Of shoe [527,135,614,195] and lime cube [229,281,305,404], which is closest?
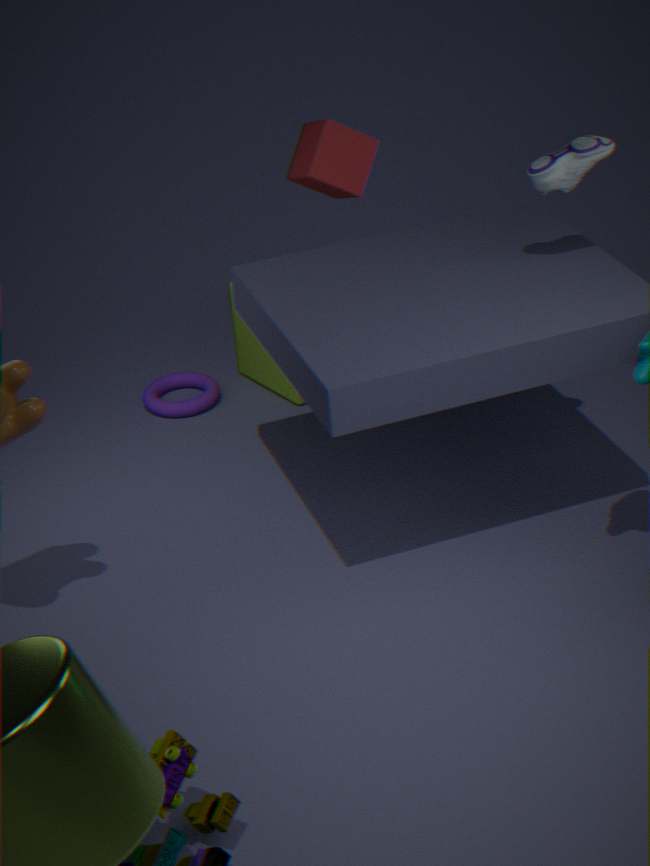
shoe [527,135,614,195]
